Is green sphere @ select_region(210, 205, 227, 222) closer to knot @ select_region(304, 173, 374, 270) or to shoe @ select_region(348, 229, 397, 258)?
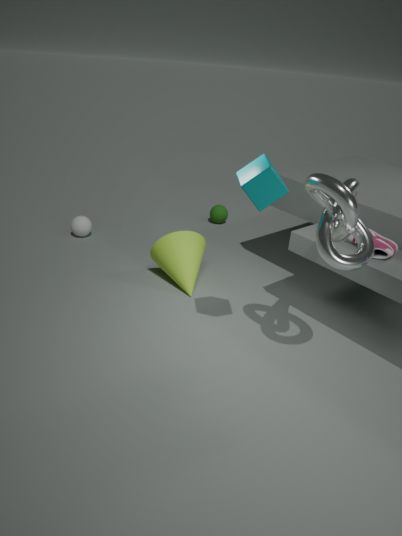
shoe @ select_region(348, 229, 397, 258)
